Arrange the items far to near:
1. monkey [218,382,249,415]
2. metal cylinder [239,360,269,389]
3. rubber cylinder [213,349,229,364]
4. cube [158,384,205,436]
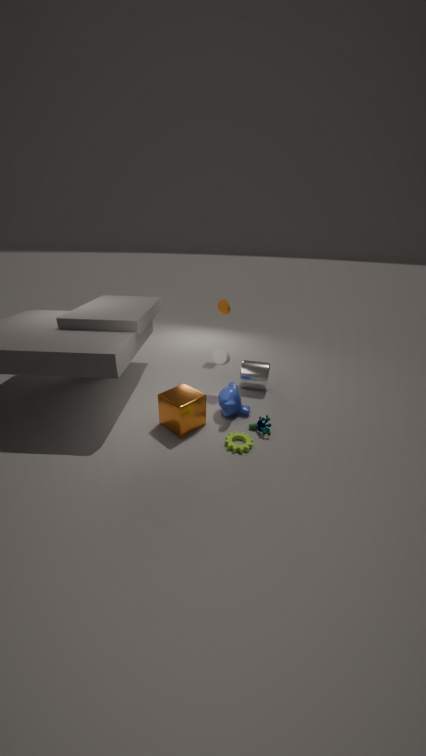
1. metal cylinder [239,360,269,389]
2. rubber cylinder [213,349,229,364]
3. monkey [218,382,249,415]
4. cube [158,384,205,436]
